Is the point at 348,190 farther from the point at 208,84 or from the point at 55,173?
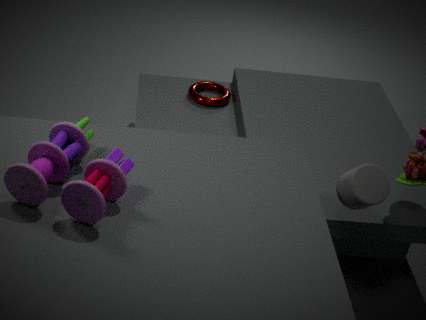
the point at 208,84
